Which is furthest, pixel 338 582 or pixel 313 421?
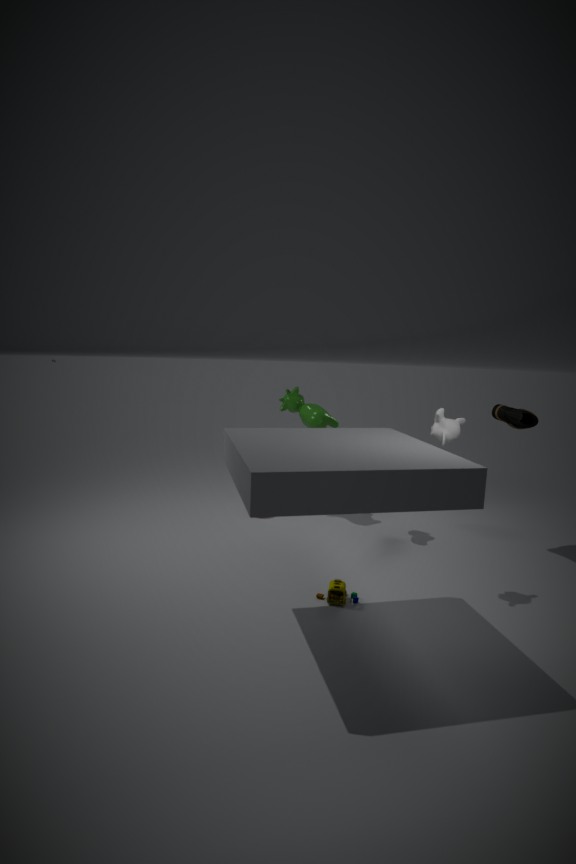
pixel 313 421
